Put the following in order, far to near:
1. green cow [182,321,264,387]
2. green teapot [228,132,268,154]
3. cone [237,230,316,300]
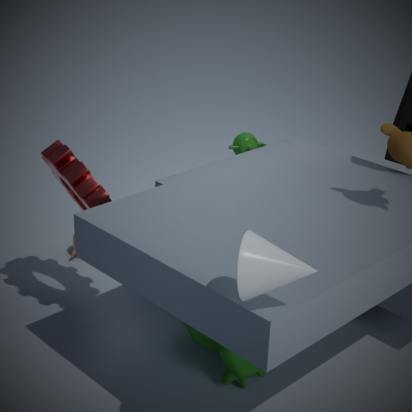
1. green teapot [228,132,268,154]
2. green cow [182,321,264,387]
3. cone [237,230,316,300]
